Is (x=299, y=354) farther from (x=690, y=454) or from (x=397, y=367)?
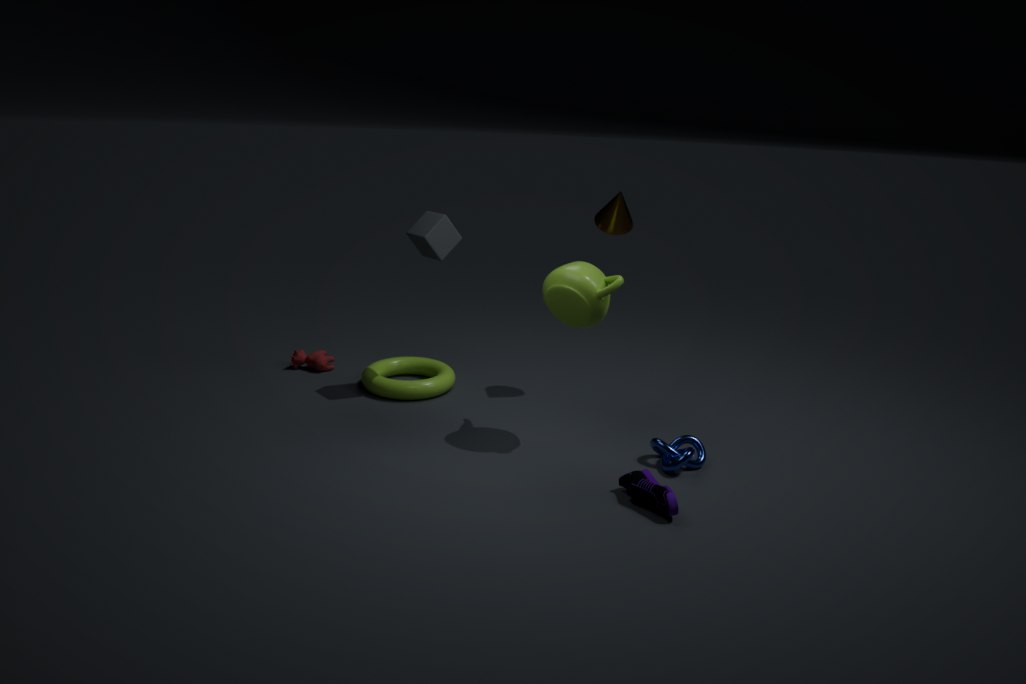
(x=690, y=454)
